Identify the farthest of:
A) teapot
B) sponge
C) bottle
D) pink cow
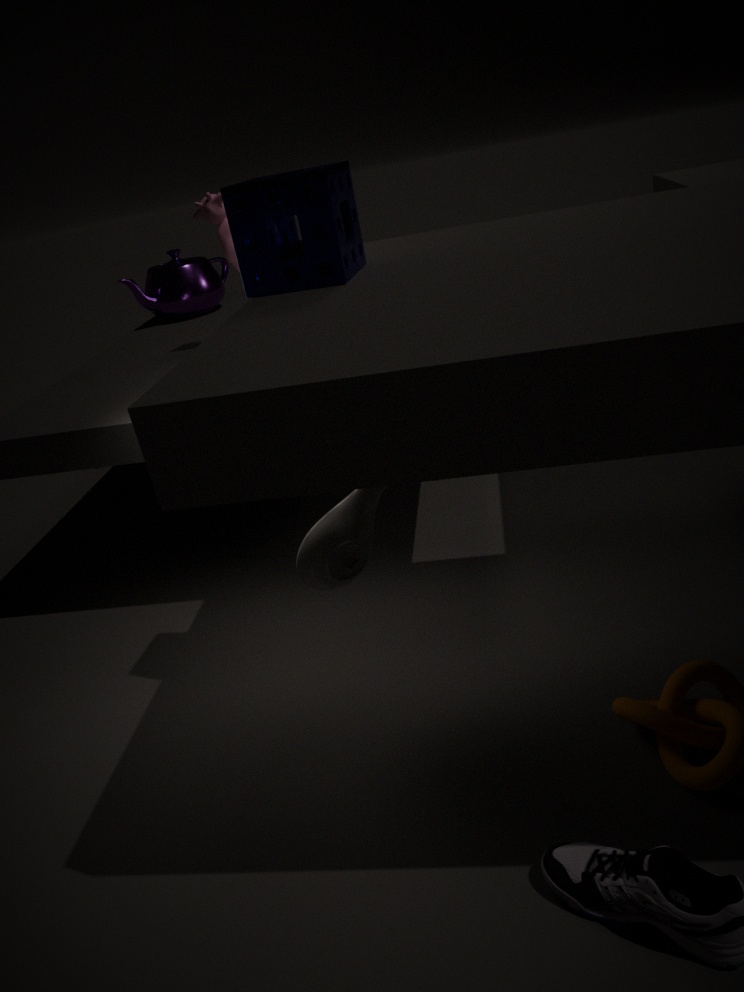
teapot
